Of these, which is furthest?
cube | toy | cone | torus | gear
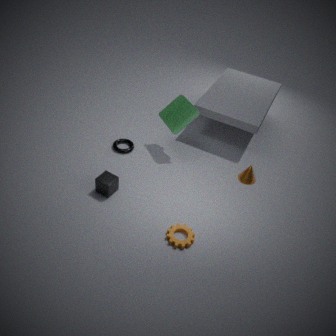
torus
